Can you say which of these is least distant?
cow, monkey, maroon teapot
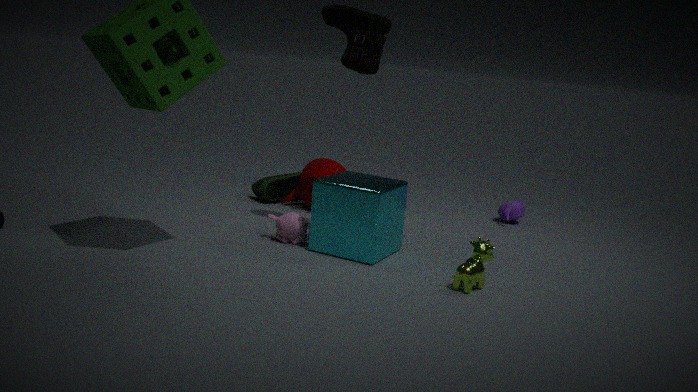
cow
